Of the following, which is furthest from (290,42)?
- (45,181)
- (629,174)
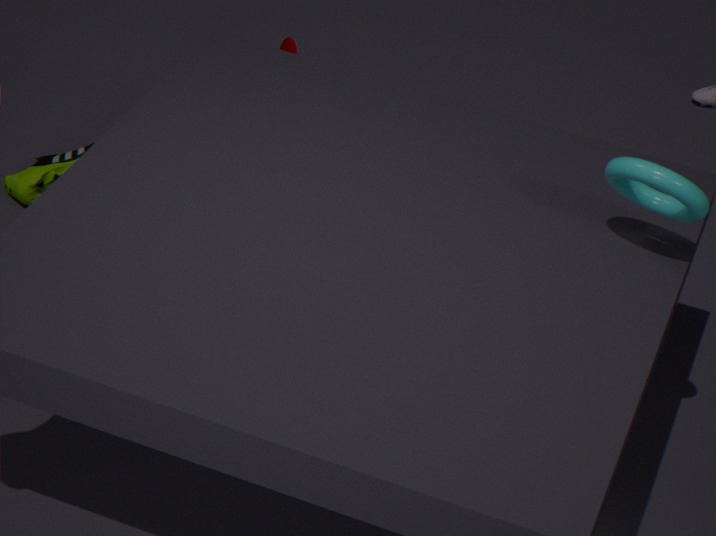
(629,174)
